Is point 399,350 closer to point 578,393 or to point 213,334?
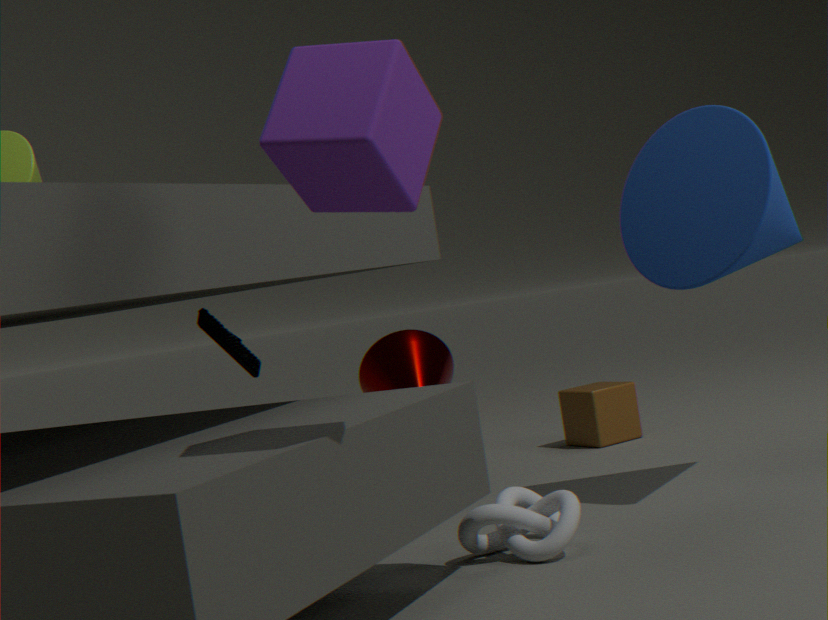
point 578,393
